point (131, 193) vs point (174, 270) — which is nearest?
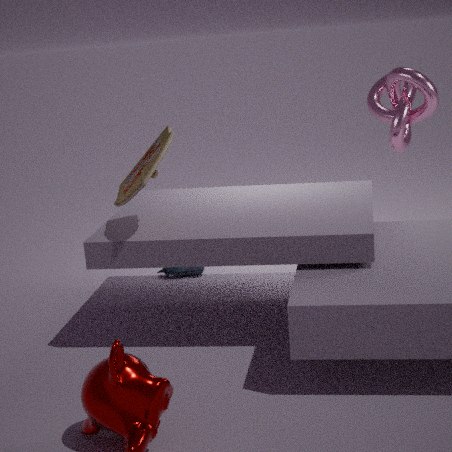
point (131, 193)
